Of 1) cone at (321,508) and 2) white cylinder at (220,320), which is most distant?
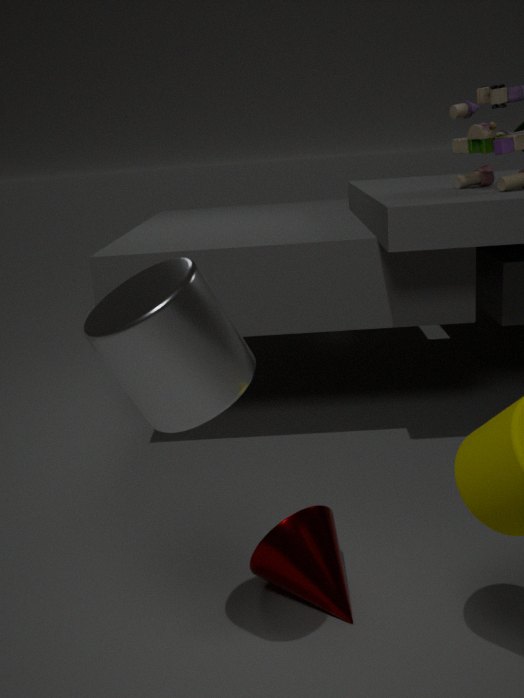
1. cone at (321,508)
